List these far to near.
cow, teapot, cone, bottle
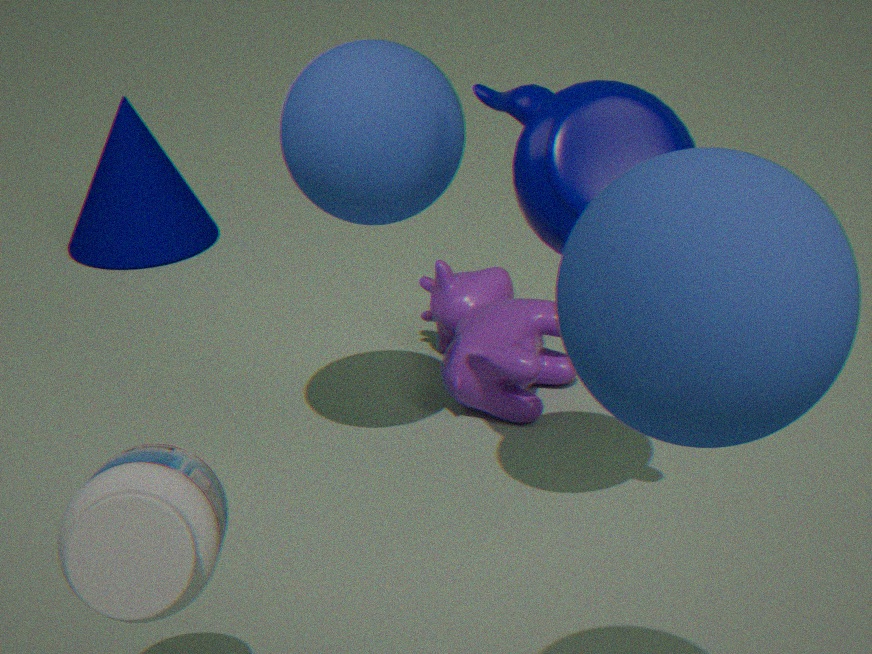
cone → cow → teapot → bottle
